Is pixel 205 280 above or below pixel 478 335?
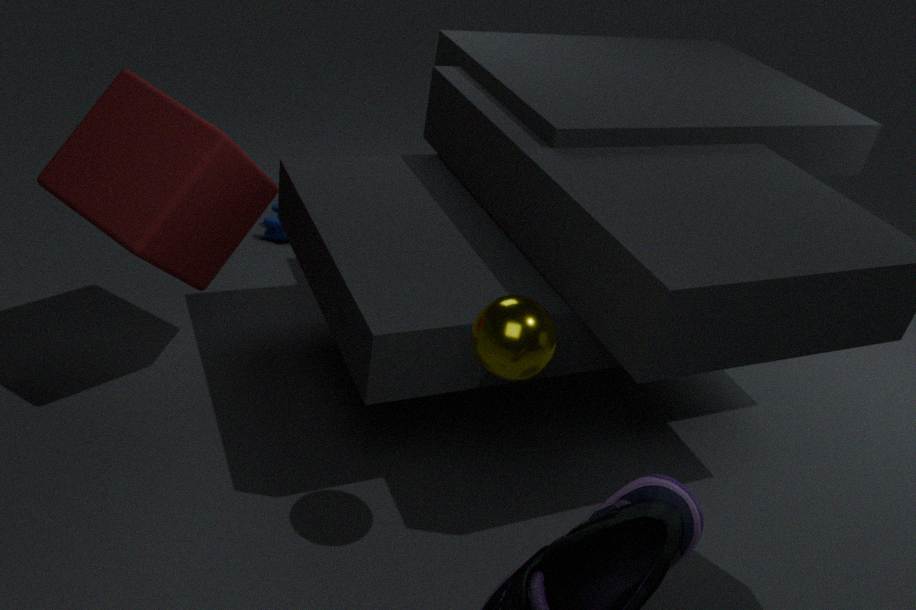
below
